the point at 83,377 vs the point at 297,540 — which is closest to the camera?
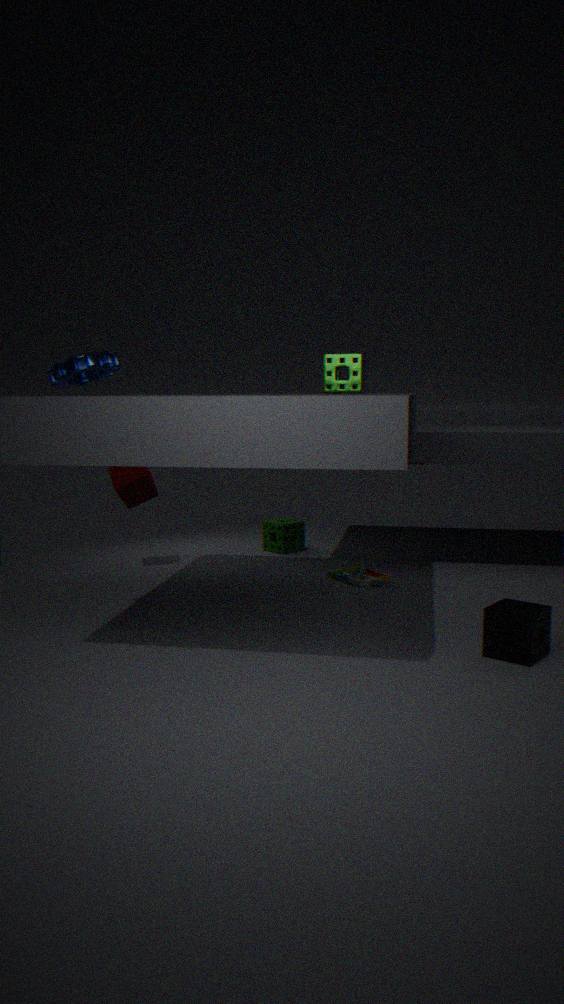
the point at 83,377
